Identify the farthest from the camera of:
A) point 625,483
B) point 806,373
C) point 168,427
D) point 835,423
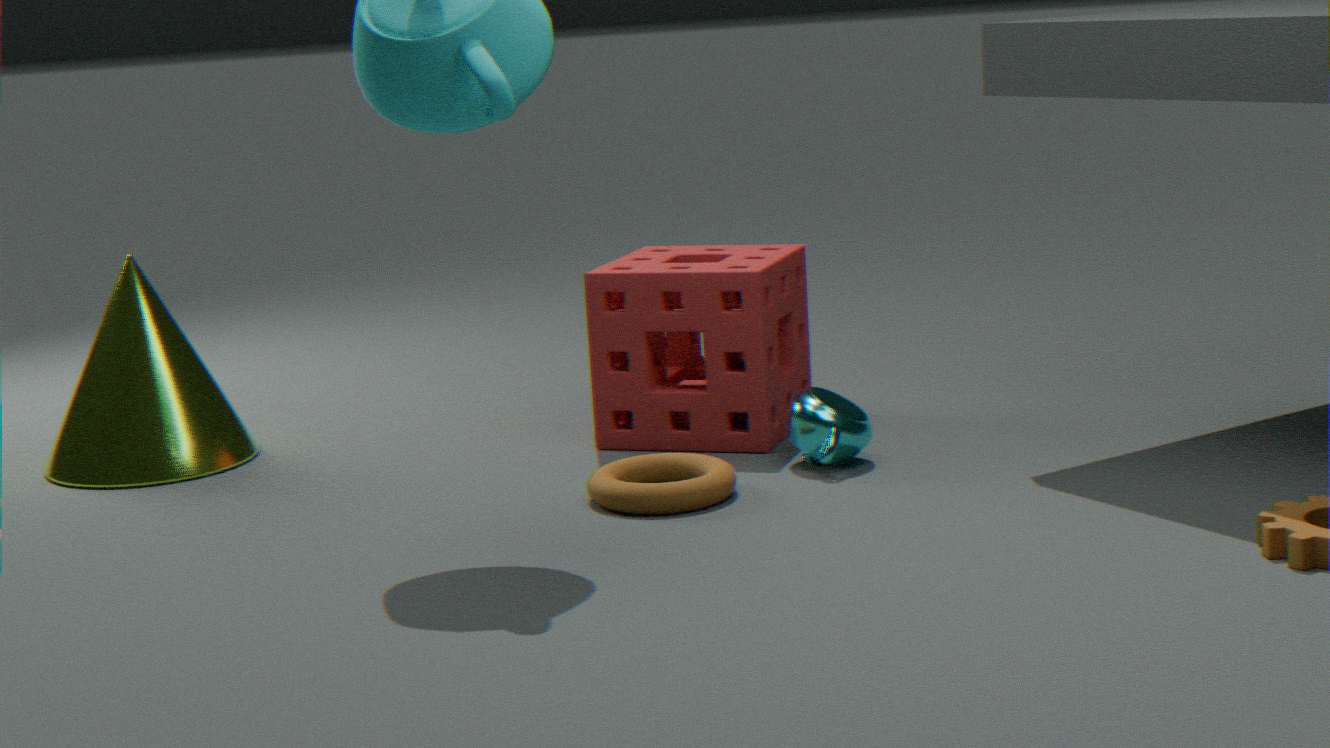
point 806,373
